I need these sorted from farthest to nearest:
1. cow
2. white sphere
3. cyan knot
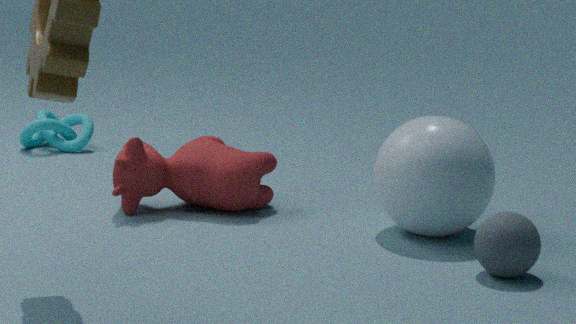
cyan knot, cow, white sphere
